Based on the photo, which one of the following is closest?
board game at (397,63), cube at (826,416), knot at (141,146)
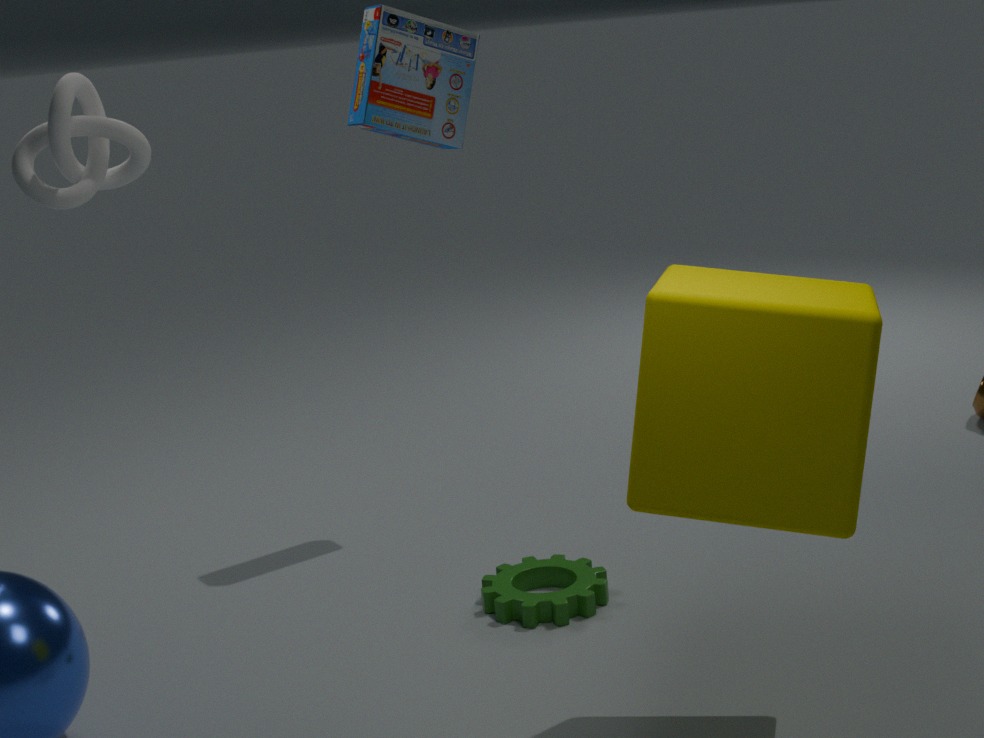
cube at (826,416)
